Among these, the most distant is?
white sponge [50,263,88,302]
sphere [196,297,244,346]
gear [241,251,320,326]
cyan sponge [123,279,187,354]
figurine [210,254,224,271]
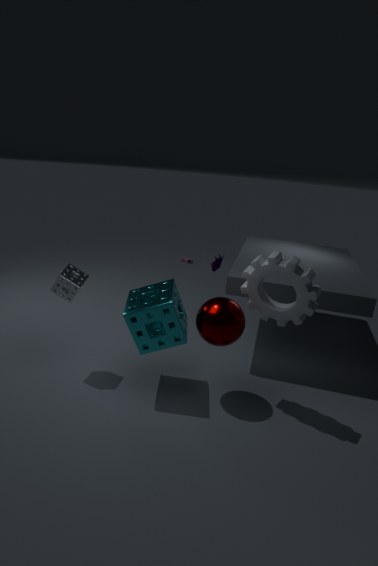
figurine [210,254,224,271]
